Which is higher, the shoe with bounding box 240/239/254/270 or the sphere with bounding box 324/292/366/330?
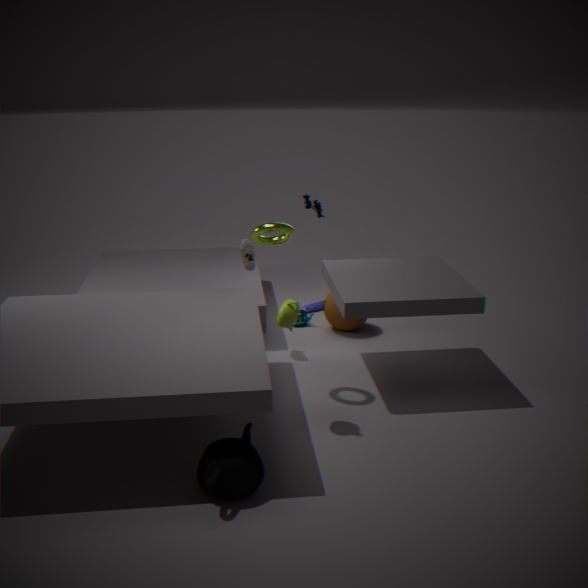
the shoe with bounding box 240/239/254/270
